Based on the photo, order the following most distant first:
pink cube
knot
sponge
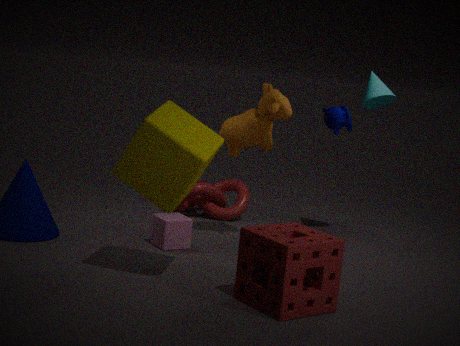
knot
pink cube
sponge
